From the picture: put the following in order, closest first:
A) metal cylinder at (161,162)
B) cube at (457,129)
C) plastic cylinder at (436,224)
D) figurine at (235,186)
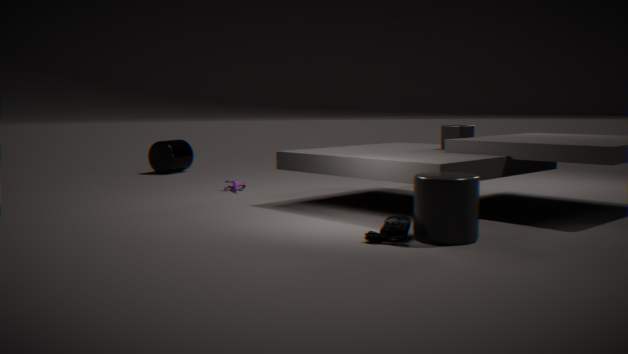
plastic cylinder at (436,224) → cube at (457,129) → figurine at (235,186) → metal cylinder at (161,162)
